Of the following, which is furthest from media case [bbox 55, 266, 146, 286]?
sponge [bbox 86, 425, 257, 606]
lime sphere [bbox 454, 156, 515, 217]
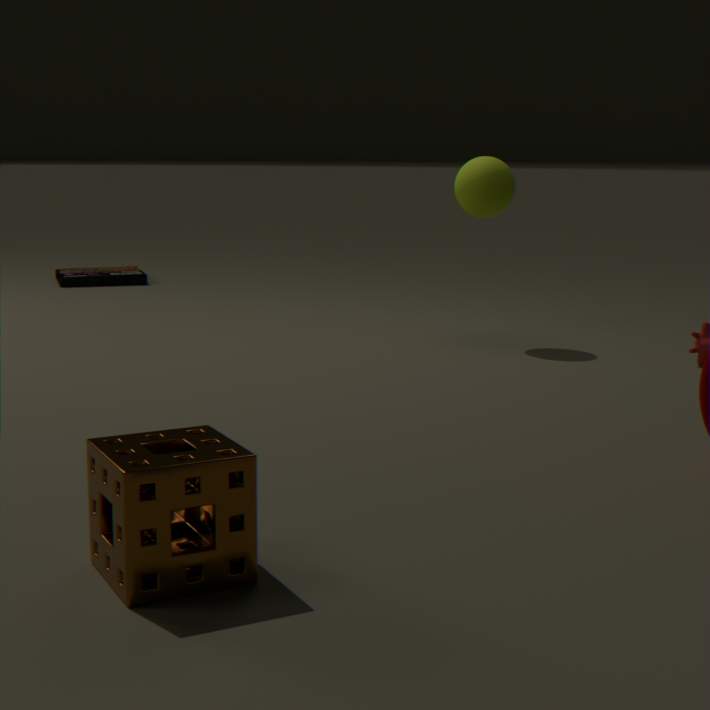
sponge [bbox 86, 425, 257, 606]
